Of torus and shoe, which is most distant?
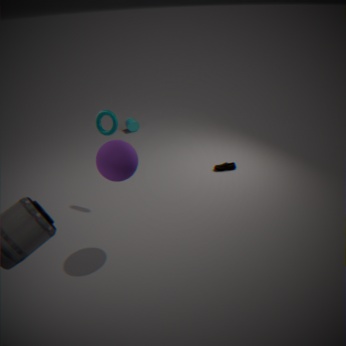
shoe
